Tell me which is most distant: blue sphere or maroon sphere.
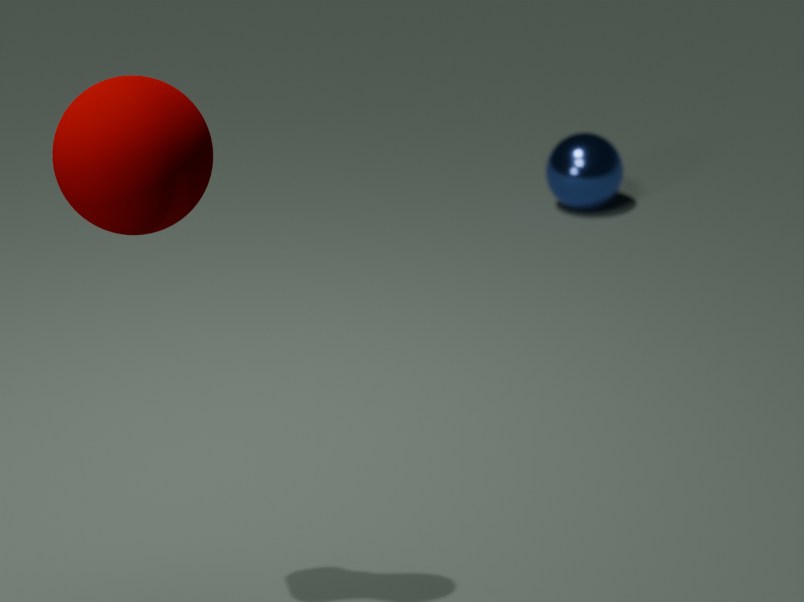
blue sphere
